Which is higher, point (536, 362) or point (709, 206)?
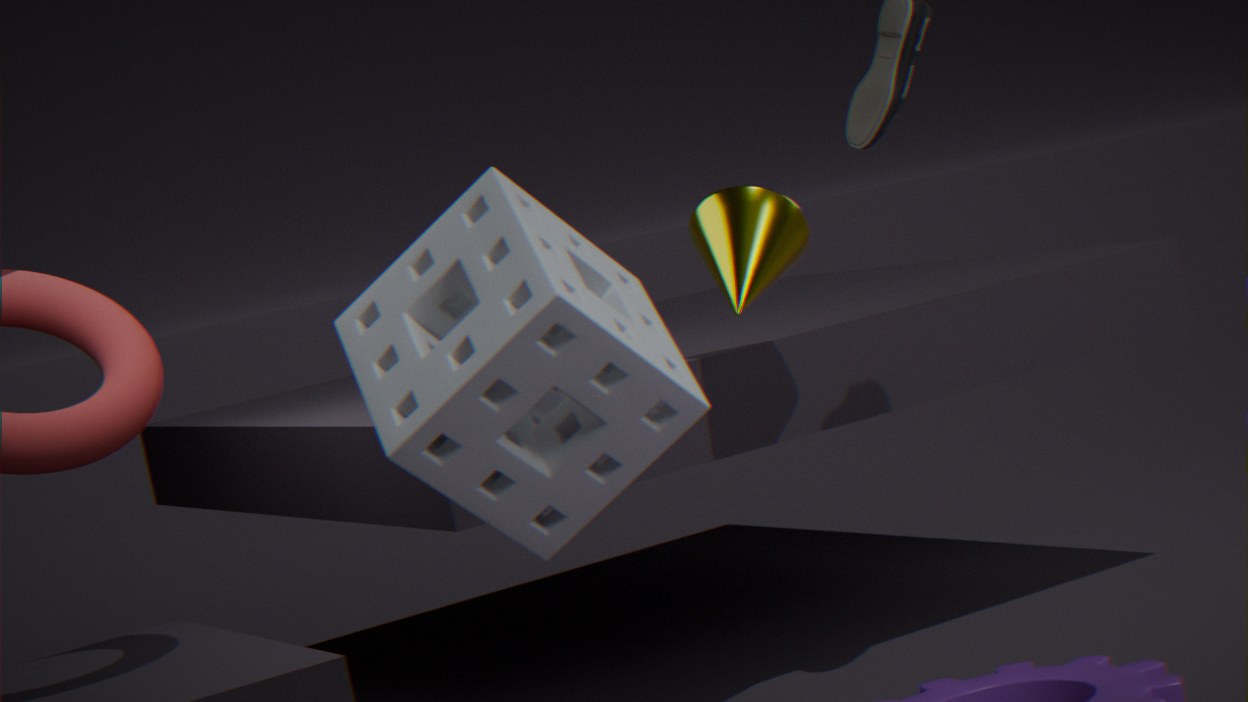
point (709, 206)
